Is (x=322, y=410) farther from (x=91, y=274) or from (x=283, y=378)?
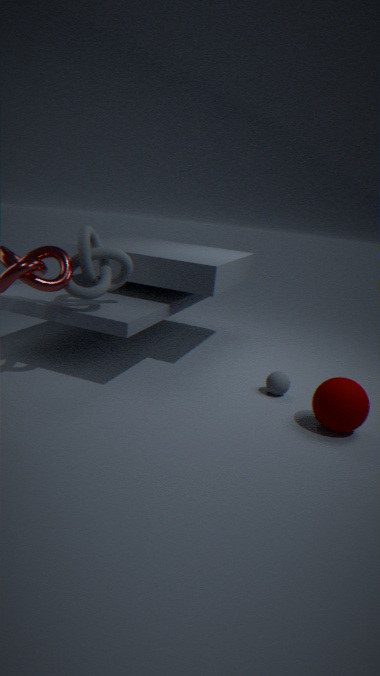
(x=91, y=274)
